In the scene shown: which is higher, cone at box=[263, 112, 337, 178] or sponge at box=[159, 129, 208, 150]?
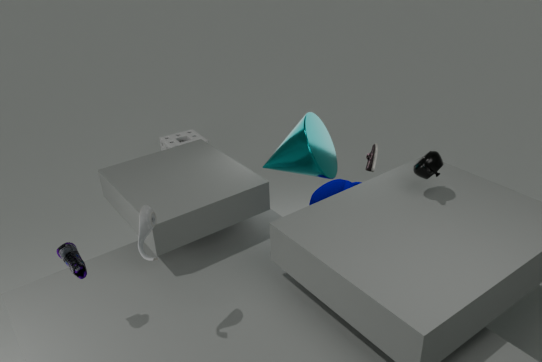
cone at box=[263, 112, 337, 178]
